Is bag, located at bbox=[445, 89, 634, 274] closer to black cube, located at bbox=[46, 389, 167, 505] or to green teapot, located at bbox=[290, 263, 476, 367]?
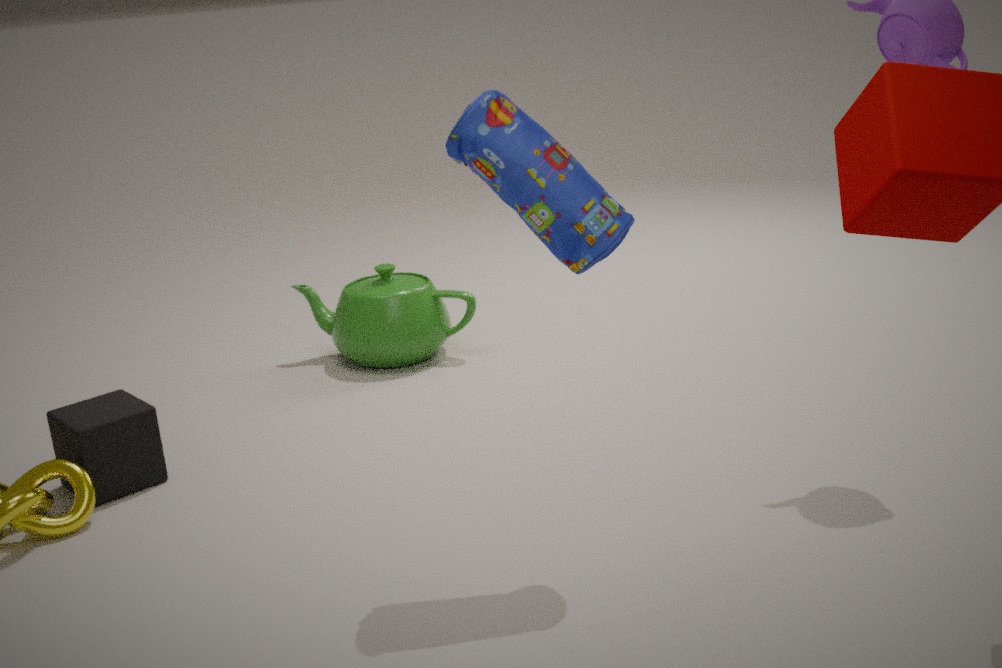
black cube, located at bbox=[46, 389, 167, 505]
